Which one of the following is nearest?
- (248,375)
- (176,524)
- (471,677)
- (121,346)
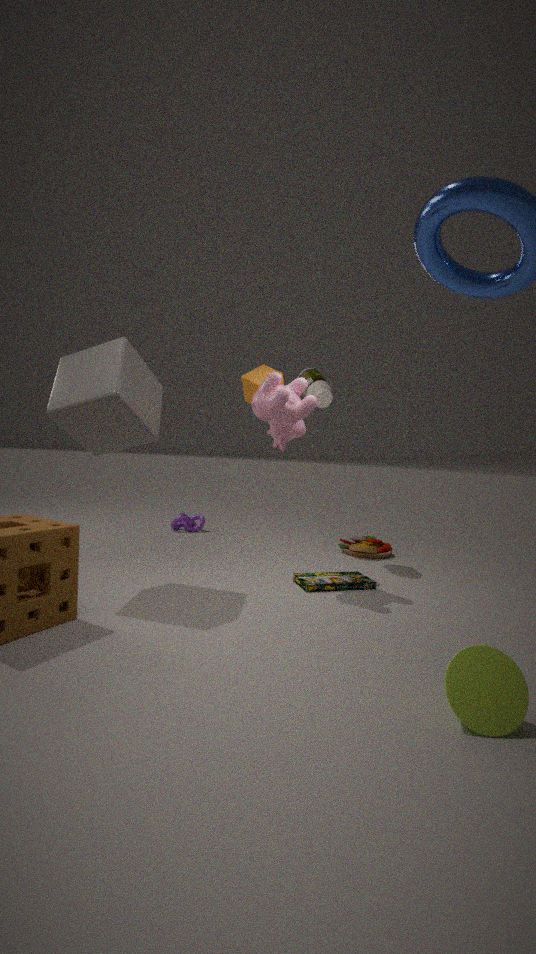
(471,677)
